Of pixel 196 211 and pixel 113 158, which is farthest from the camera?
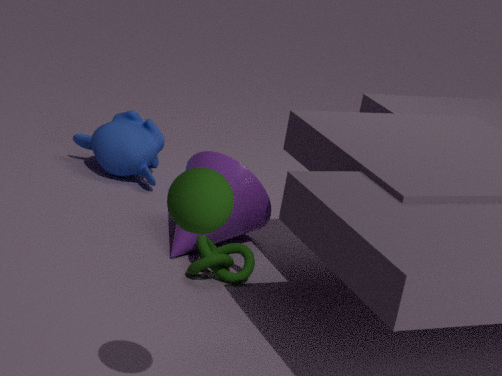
pixel 113 158
